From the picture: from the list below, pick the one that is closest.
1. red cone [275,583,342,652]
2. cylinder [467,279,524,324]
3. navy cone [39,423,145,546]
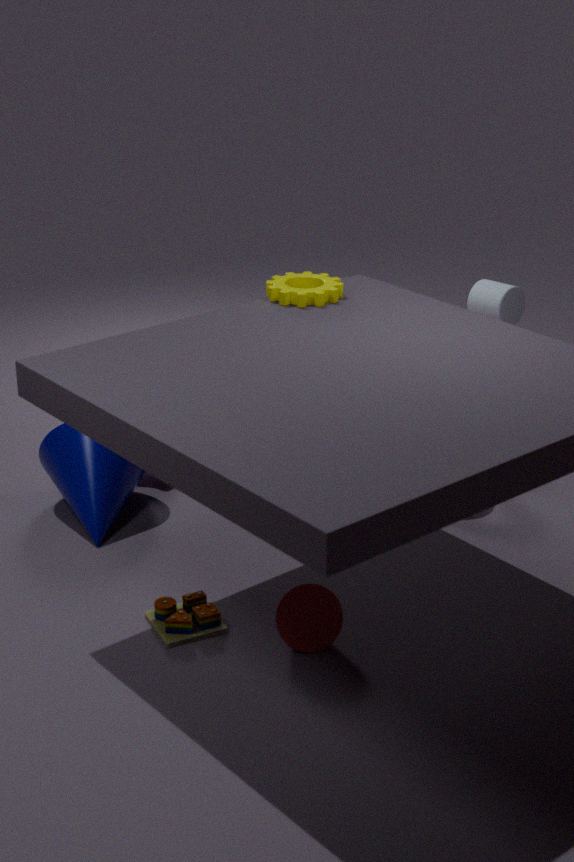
red cone [275,583,342,652]
